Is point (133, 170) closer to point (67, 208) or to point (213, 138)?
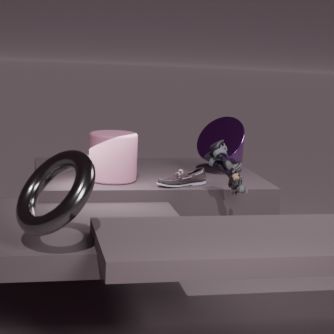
point (213, 138)
